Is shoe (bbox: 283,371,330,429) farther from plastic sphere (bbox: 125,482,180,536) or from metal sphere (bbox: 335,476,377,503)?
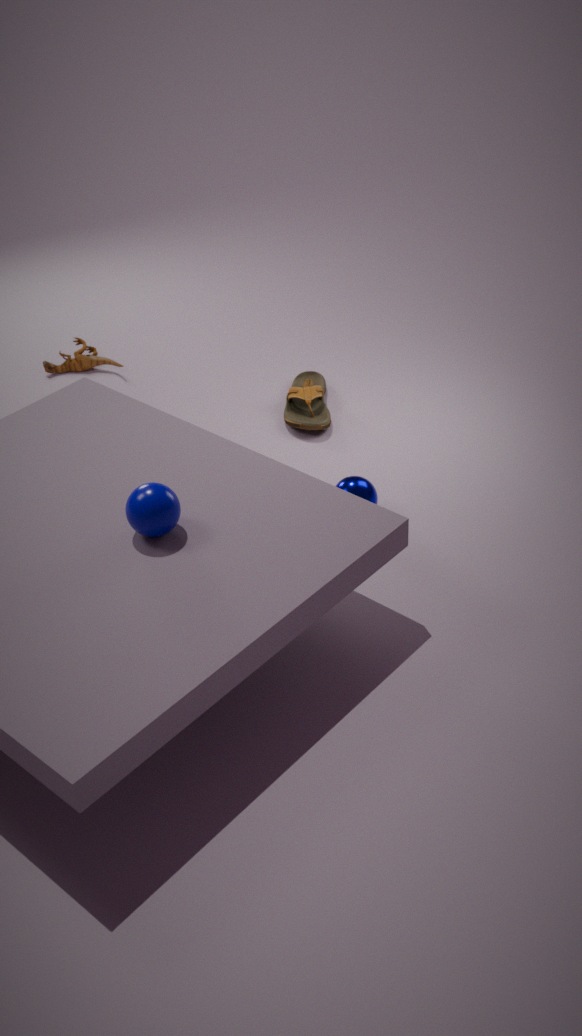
plastic sphere (bbox: 125,482,180,536)
